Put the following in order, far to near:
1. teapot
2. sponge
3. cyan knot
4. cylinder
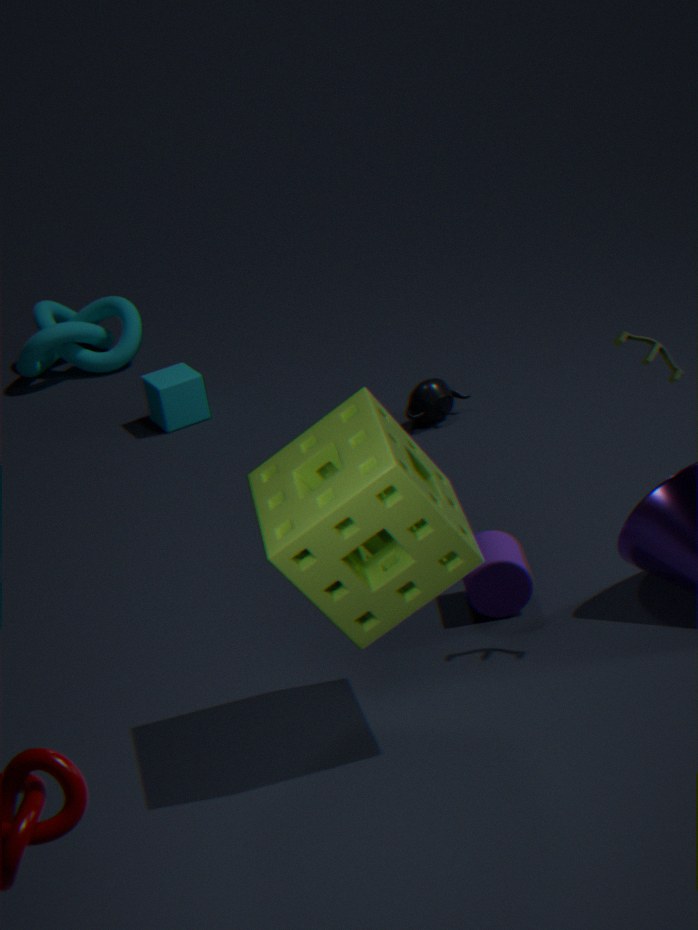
1. cyan knot
2. teapot
3. cylinder
4. sponge
